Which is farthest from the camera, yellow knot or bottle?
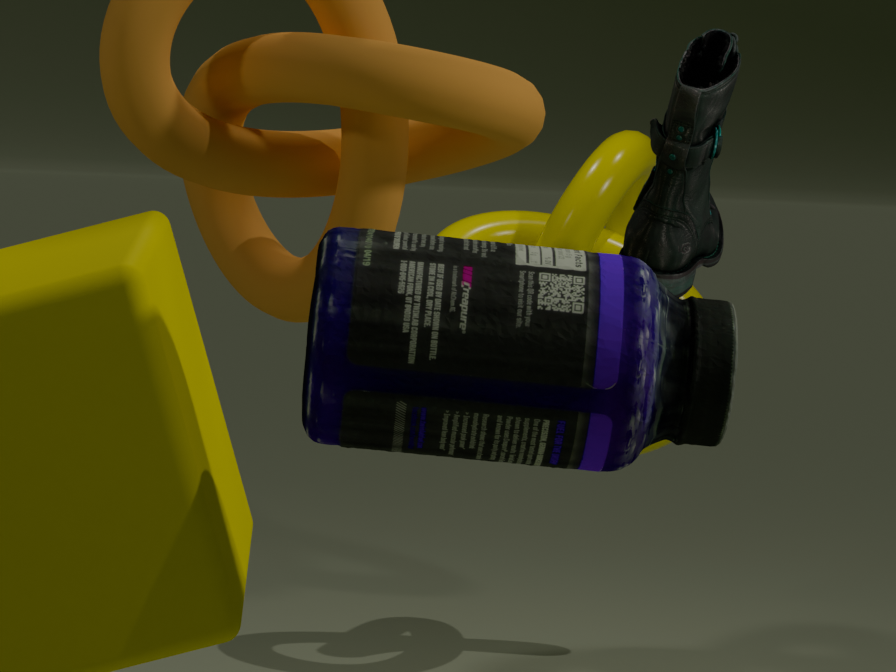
yellow knot
